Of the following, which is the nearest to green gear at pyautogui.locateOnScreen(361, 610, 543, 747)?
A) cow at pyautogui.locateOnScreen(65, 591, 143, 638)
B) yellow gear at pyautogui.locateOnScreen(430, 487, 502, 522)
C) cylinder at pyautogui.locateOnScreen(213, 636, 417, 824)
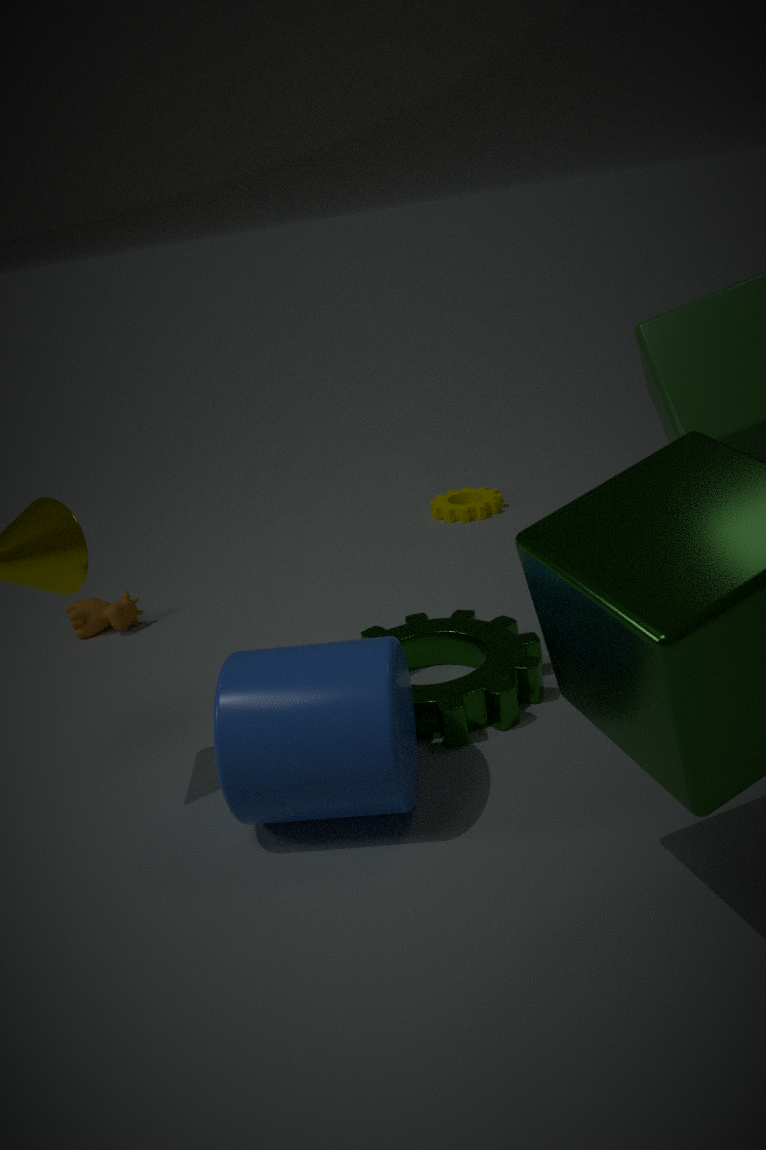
cylinder at pyautogui.locateOnScreen(213, 636, 417, 824)
